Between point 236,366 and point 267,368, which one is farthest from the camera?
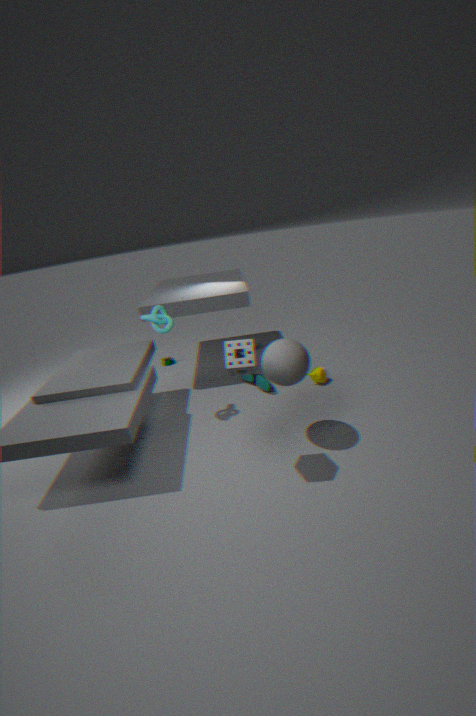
point 267,368
